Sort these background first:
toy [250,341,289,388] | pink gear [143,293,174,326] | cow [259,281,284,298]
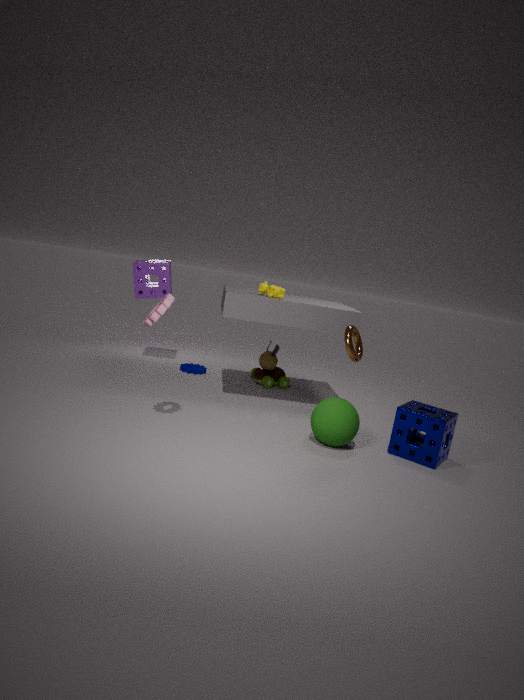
toy [250,341,289,388], cow [259,281,284,298], pink gear [143,293,174,326]
